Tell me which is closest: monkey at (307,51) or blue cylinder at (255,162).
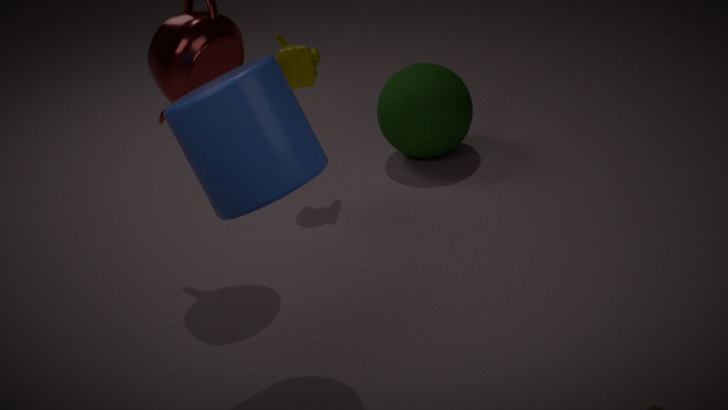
blue cylinder at (255,162)
